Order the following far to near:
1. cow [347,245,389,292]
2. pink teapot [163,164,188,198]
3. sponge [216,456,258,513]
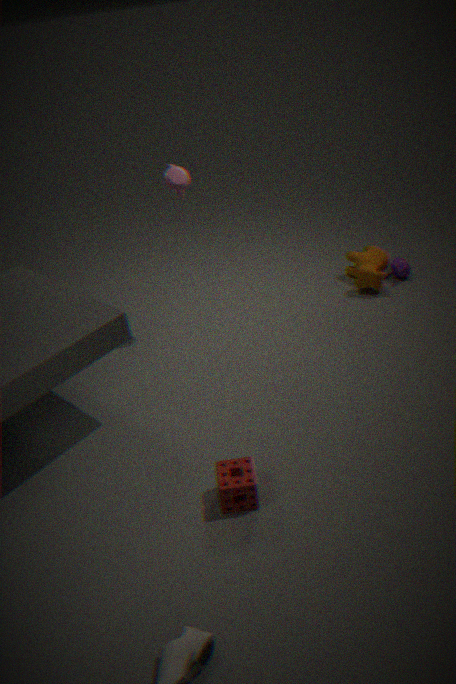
cow [347,245,389,292] → pink teapot [163,164,188,198] → sponge [216,456,258,513]
